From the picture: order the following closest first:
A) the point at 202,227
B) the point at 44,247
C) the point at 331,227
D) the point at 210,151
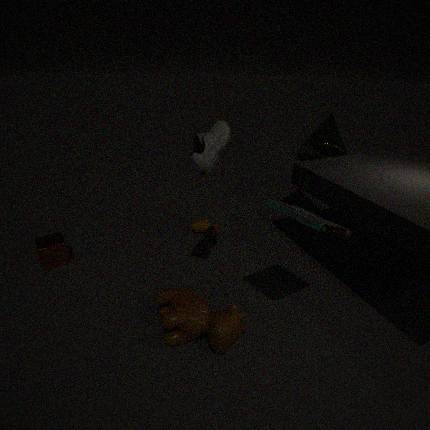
the point at 331,227
the point at 210,151
the point at 44,247
the point at 202,227
